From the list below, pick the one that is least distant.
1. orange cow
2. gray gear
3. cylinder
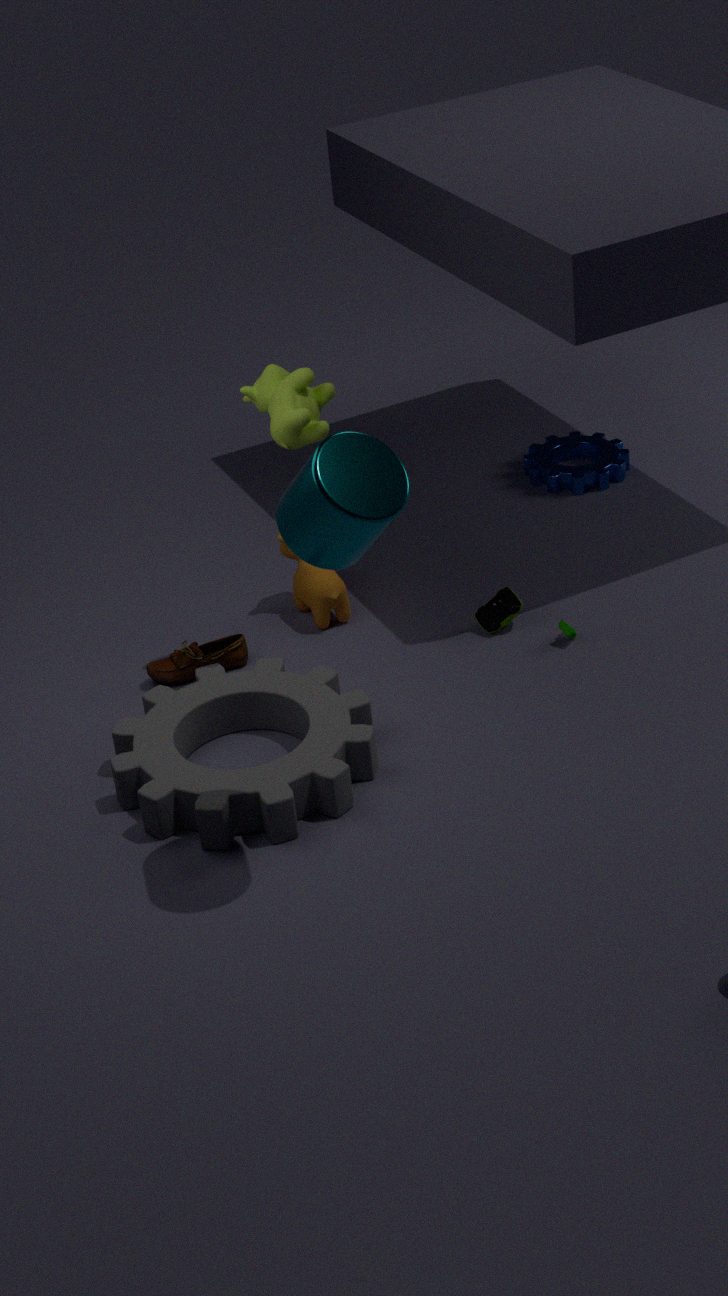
cylinder
